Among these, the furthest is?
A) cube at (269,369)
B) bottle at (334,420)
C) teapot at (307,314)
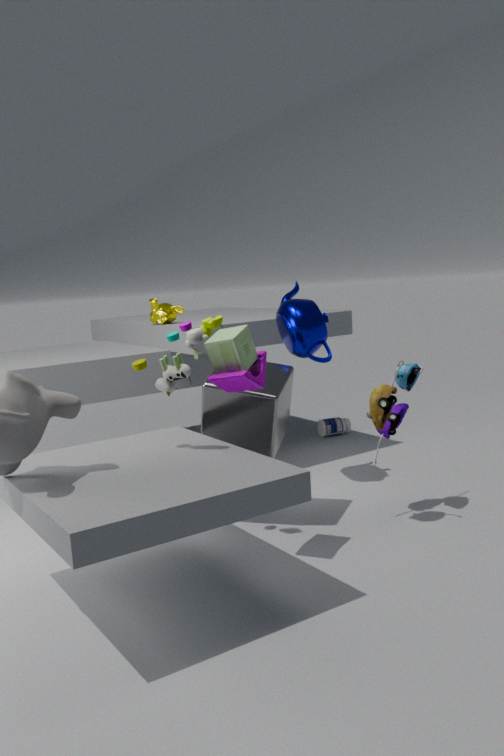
bottle at (334,420)
